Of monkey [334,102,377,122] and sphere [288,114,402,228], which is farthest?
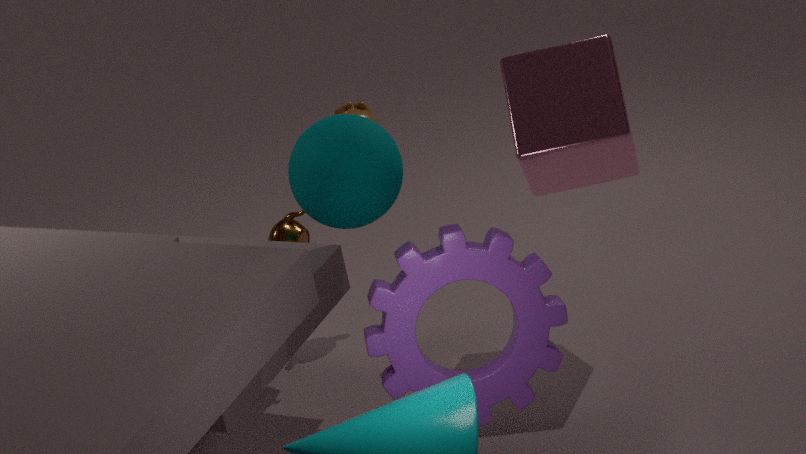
monkey [334,102,377,122]
